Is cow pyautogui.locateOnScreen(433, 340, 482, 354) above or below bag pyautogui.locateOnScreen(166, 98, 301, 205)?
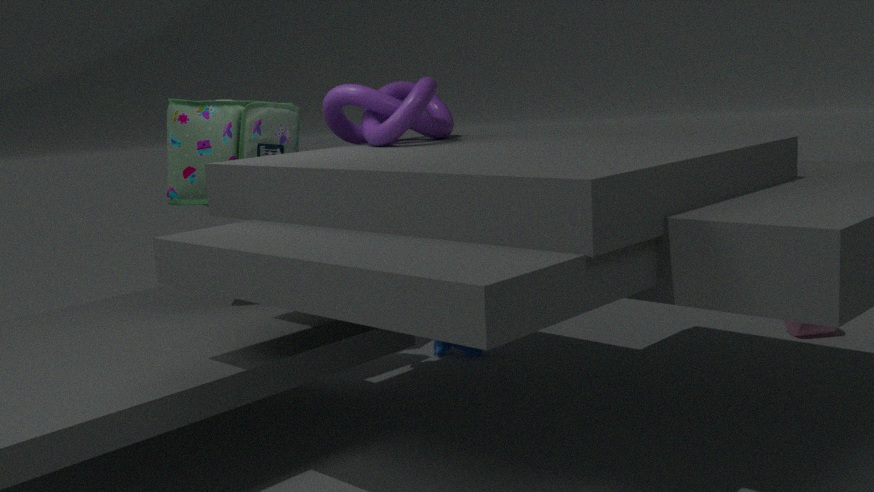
below
